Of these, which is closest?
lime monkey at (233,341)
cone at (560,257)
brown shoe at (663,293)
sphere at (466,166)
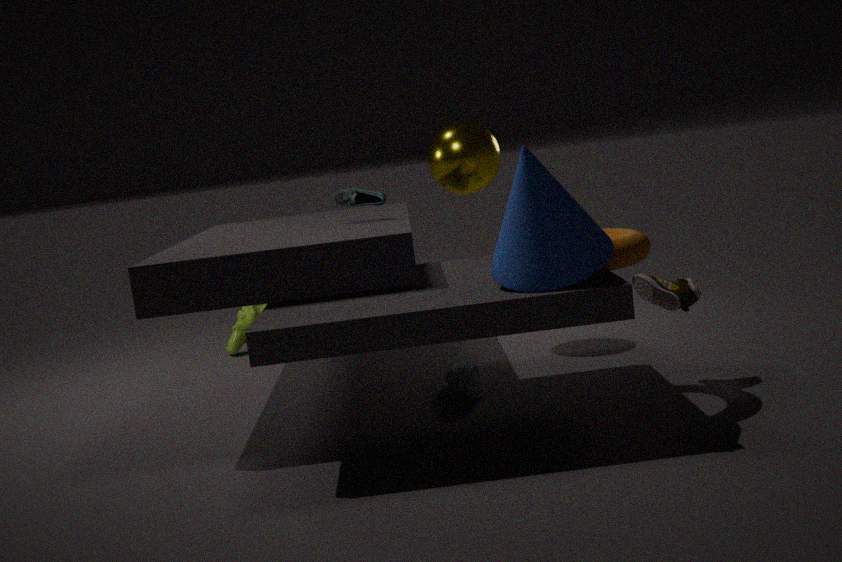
cone at (560,257)
